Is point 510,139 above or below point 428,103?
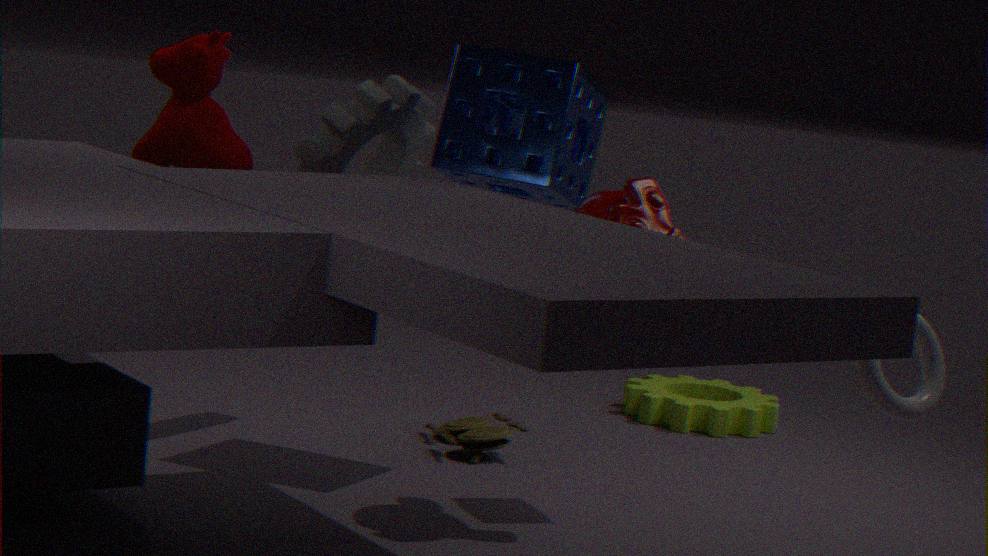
above
